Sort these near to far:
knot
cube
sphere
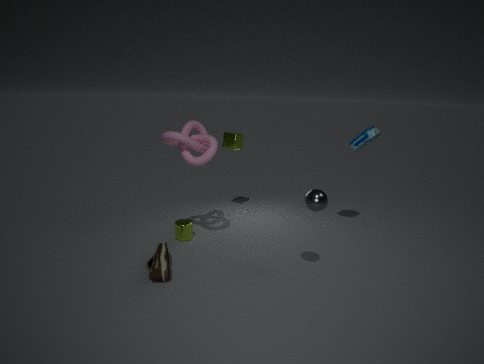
sphere < knot < cube
